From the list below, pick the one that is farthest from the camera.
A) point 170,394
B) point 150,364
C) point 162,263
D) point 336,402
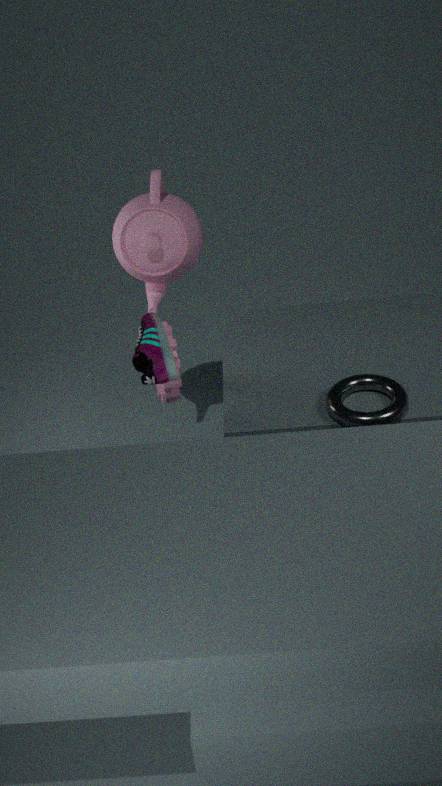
point 162,263
